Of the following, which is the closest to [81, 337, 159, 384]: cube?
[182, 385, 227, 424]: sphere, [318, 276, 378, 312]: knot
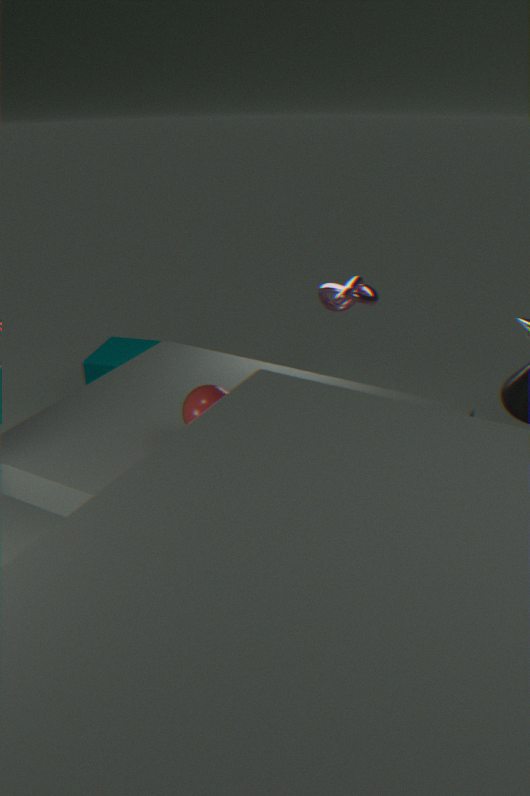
[318, 276, 378, 312]: knot
